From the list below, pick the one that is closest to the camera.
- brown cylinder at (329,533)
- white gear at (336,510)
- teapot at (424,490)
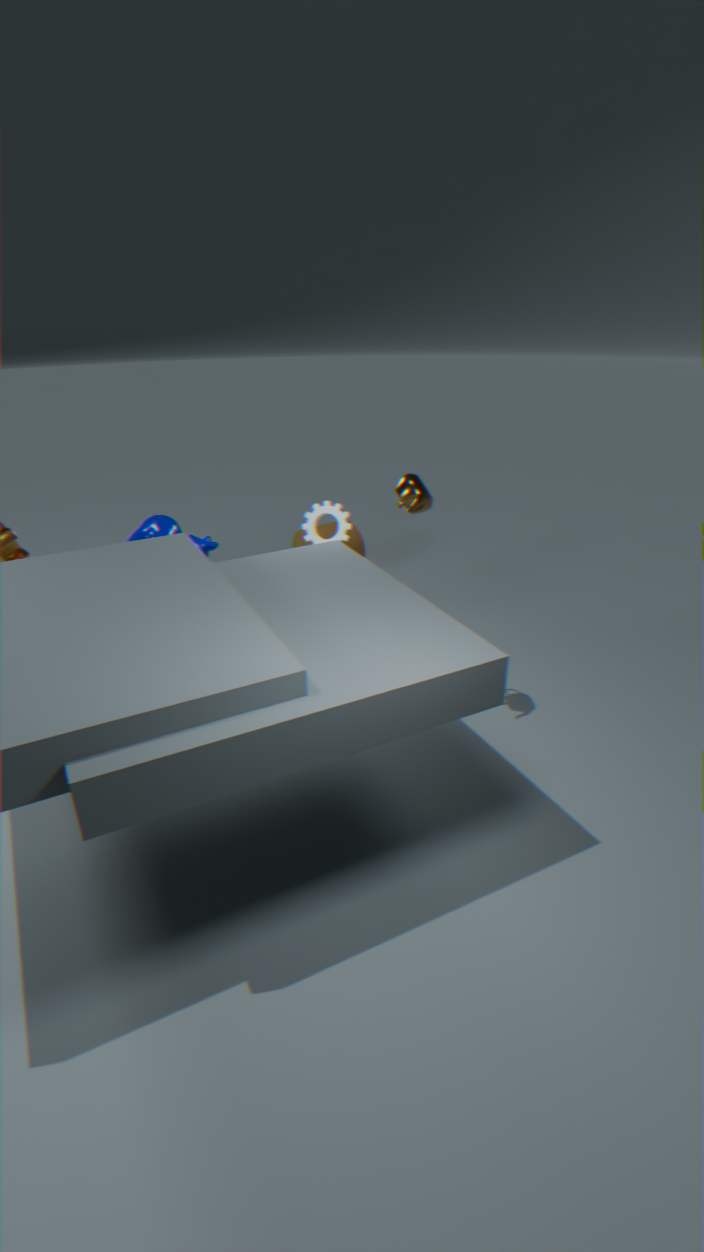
teapot at (424,490)
